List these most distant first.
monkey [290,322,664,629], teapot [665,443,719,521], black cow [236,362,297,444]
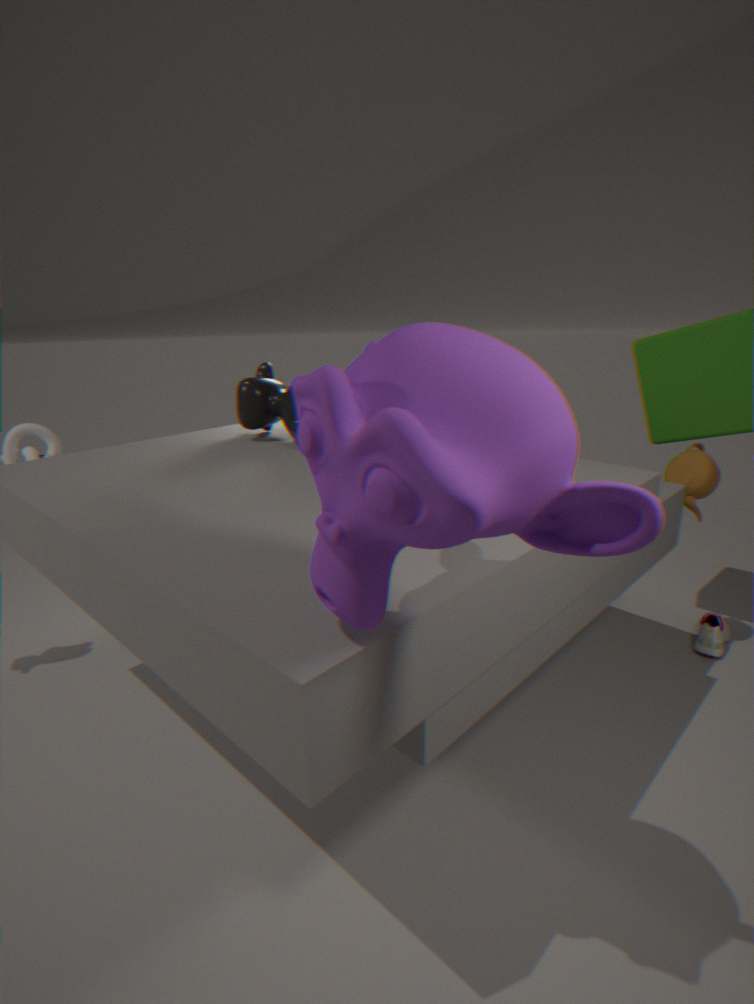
black cow [236,362,297,444], teapot [665,443,719,521], monkey [290,322,664,629]
